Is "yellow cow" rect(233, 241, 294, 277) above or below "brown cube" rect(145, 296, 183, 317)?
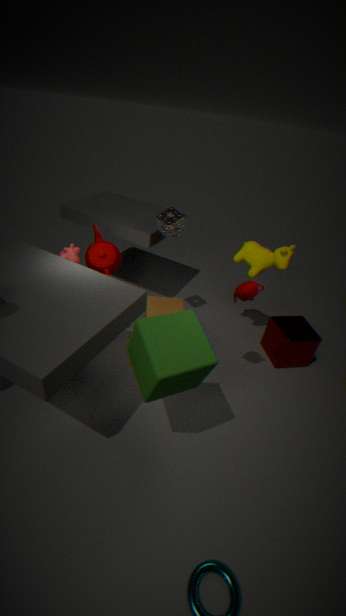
above
